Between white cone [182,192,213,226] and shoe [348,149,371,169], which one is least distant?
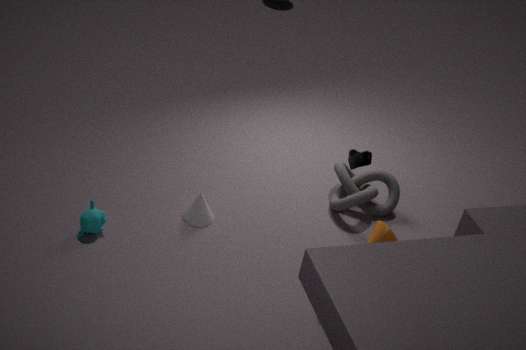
shoe [348,149,371,169]
